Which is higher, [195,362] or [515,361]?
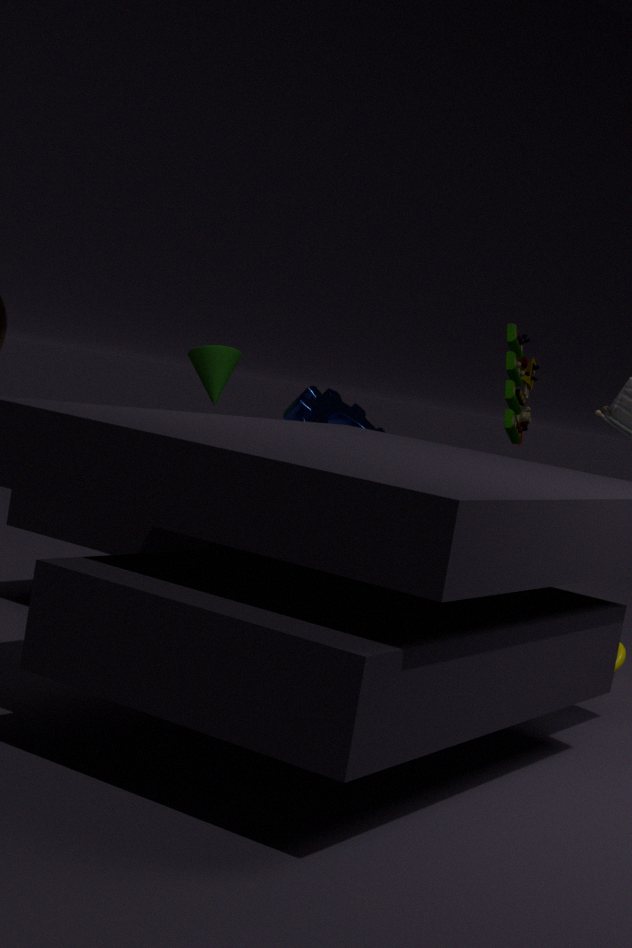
[515,361]
